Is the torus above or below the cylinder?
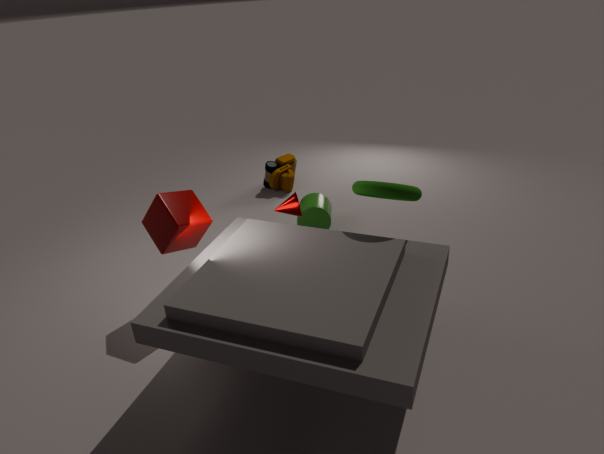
above
